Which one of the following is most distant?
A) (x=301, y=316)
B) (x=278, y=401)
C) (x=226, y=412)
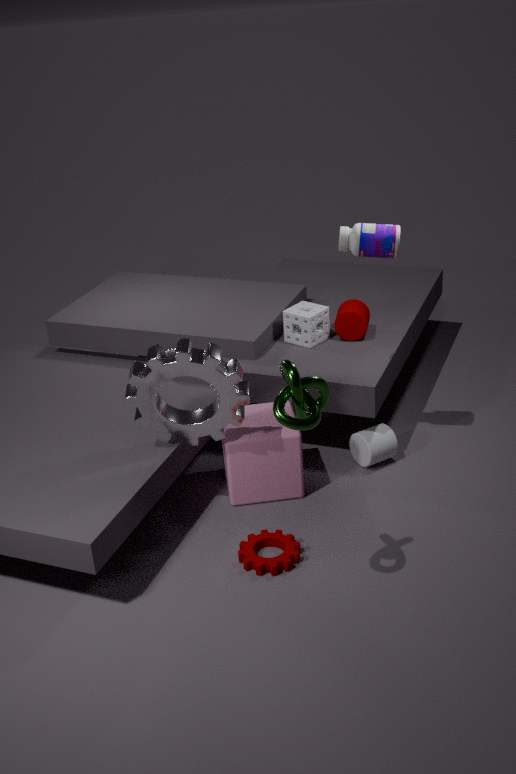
(x=301, y=316)
